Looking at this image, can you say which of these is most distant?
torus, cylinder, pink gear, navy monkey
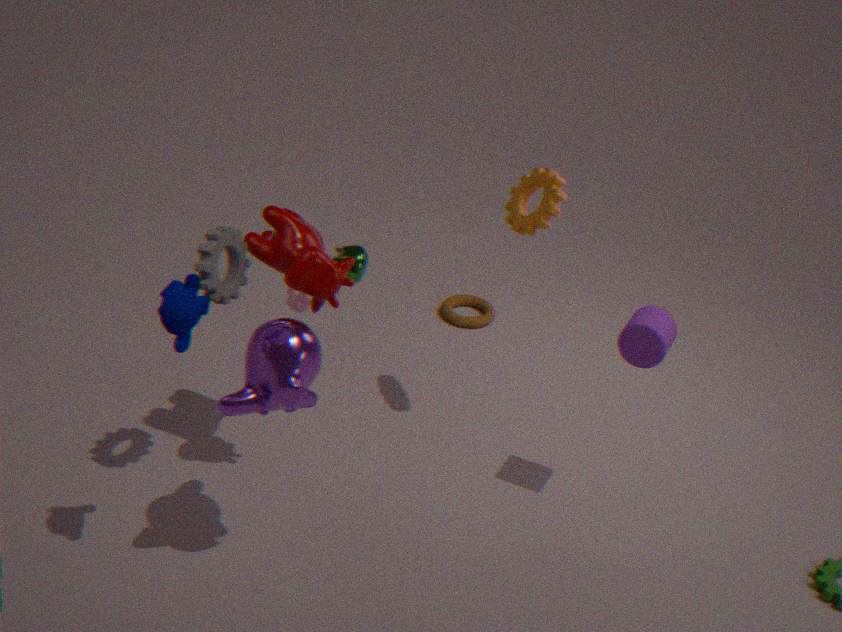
torus
